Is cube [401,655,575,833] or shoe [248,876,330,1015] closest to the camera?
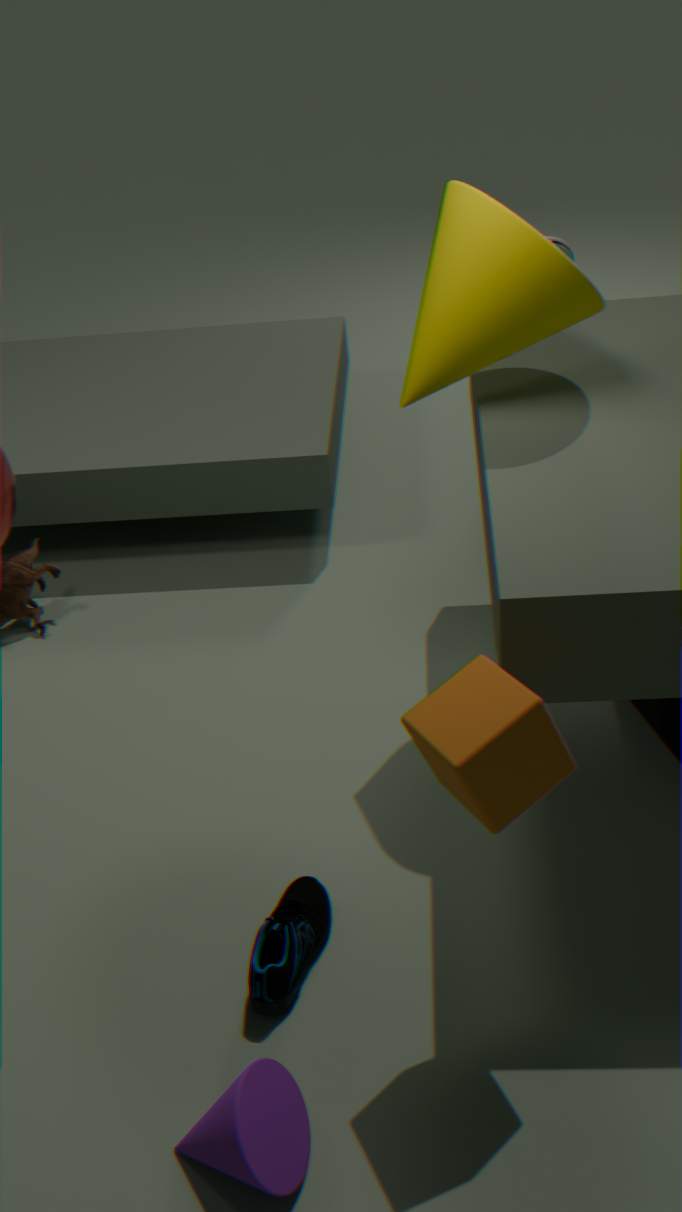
cube [401,655,575,833]
